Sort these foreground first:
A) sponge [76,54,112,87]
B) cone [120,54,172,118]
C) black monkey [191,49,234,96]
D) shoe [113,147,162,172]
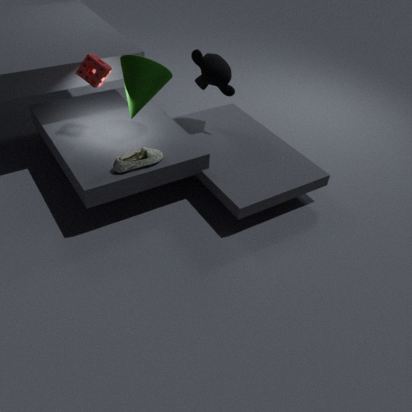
shoe [113,147,162,172] → cone [120,54,172,118] → sponge [76,54,112,87] → black monkey [191,49,234,96]
